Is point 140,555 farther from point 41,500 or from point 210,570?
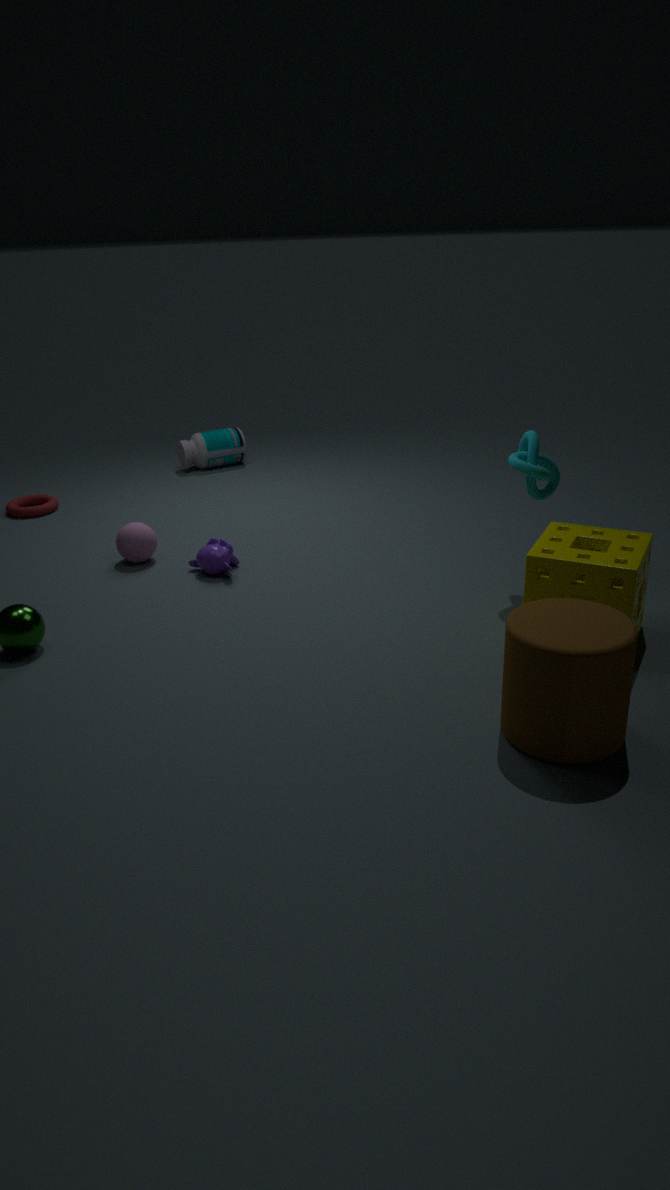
point 41,500
